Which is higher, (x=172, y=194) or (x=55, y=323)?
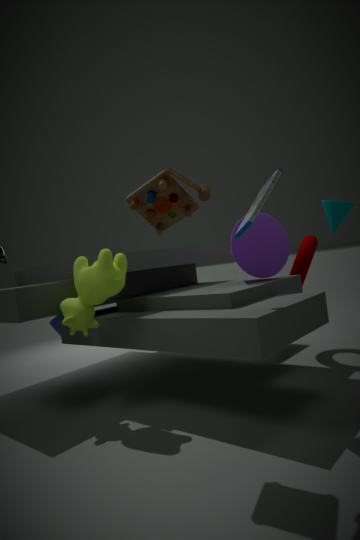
(x=172, y=194)
